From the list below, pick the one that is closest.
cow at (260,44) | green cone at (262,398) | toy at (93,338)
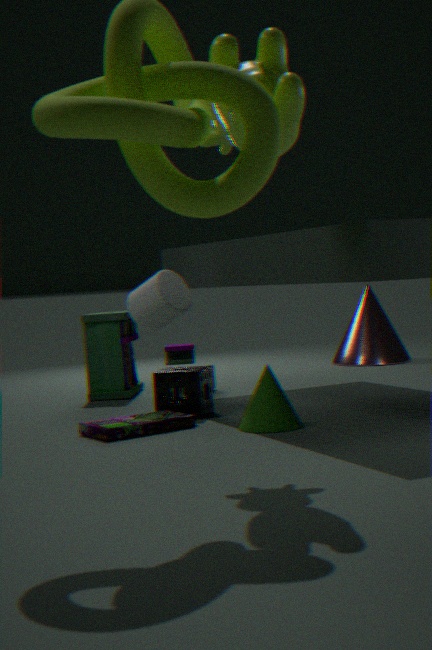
cow at (260,44)
